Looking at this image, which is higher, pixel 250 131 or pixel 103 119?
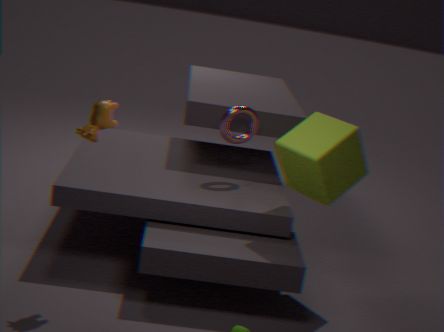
pixel 103 119
